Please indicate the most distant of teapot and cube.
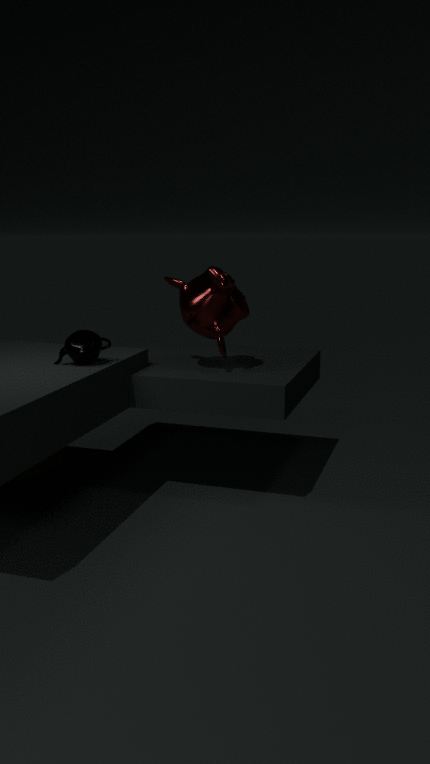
cube
